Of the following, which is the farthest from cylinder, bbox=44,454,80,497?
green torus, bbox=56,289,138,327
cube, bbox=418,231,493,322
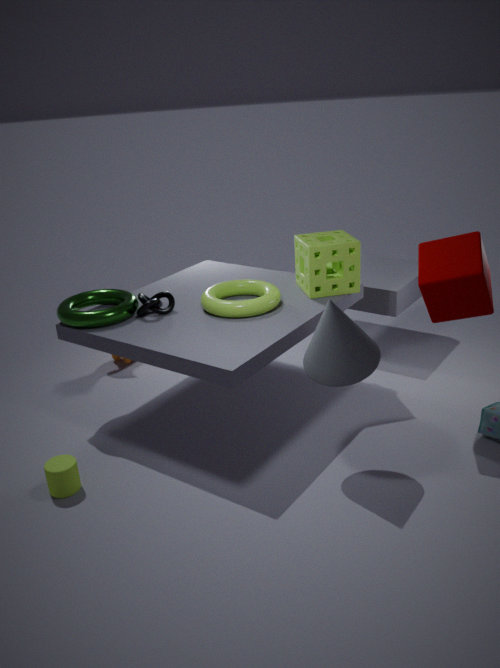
cube, bbox=418,231,493,322
